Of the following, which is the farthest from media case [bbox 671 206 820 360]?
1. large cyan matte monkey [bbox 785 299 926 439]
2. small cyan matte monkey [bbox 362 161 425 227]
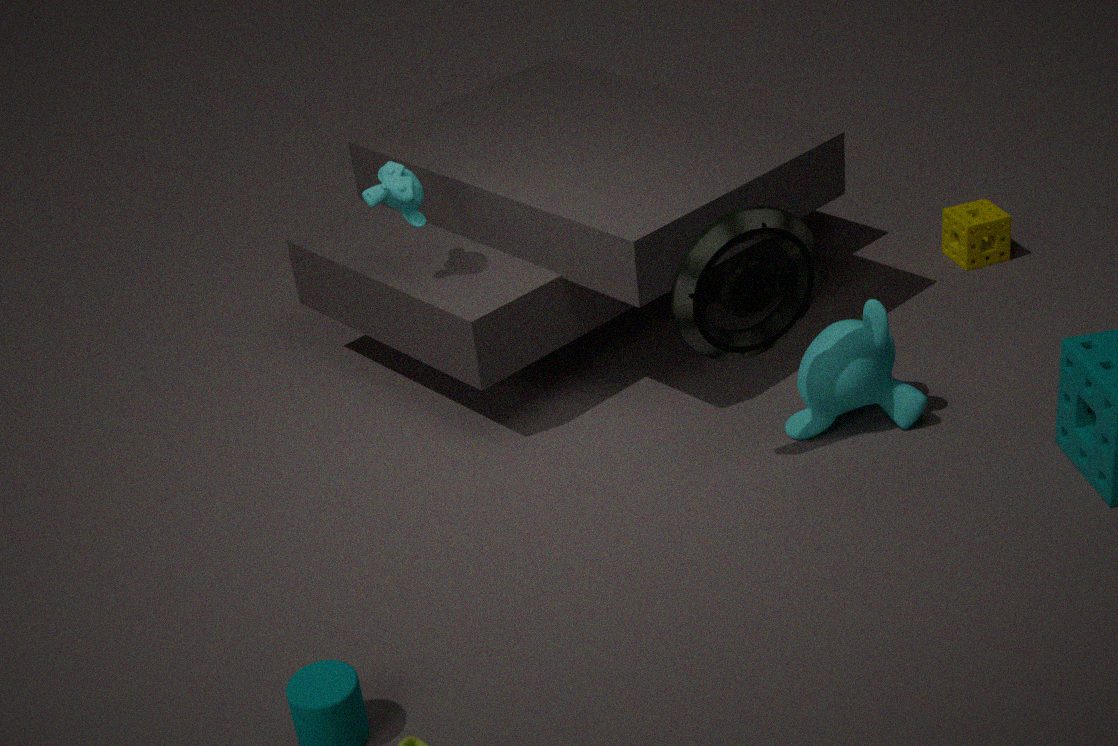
small cyan matte monkey [bbox 362 161 425 227]
